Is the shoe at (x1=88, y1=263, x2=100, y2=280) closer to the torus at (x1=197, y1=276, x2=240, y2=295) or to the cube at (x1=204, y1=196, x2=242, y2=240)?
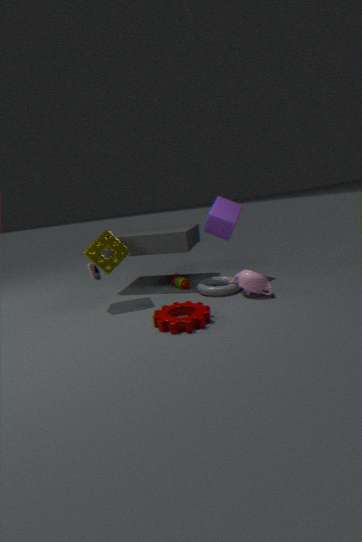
the torus at (x1=197, y1=276, x2=240, y2=295)
